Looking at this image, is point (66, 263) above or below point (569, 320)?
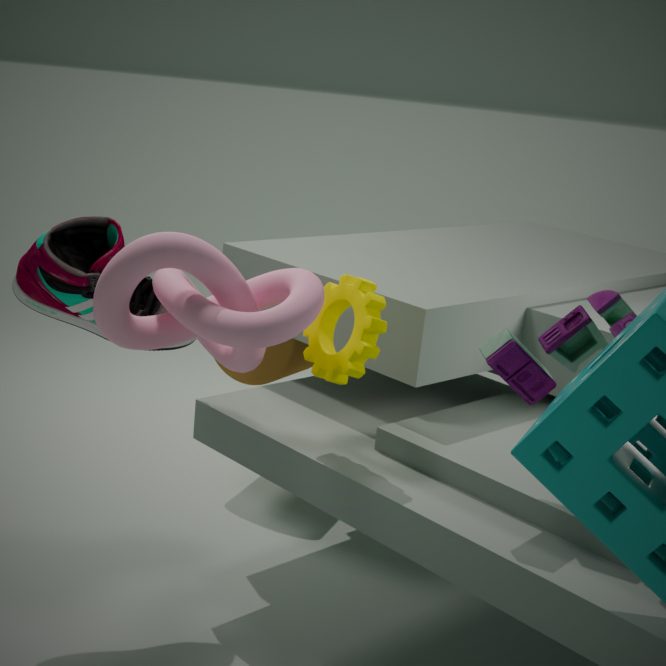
below
